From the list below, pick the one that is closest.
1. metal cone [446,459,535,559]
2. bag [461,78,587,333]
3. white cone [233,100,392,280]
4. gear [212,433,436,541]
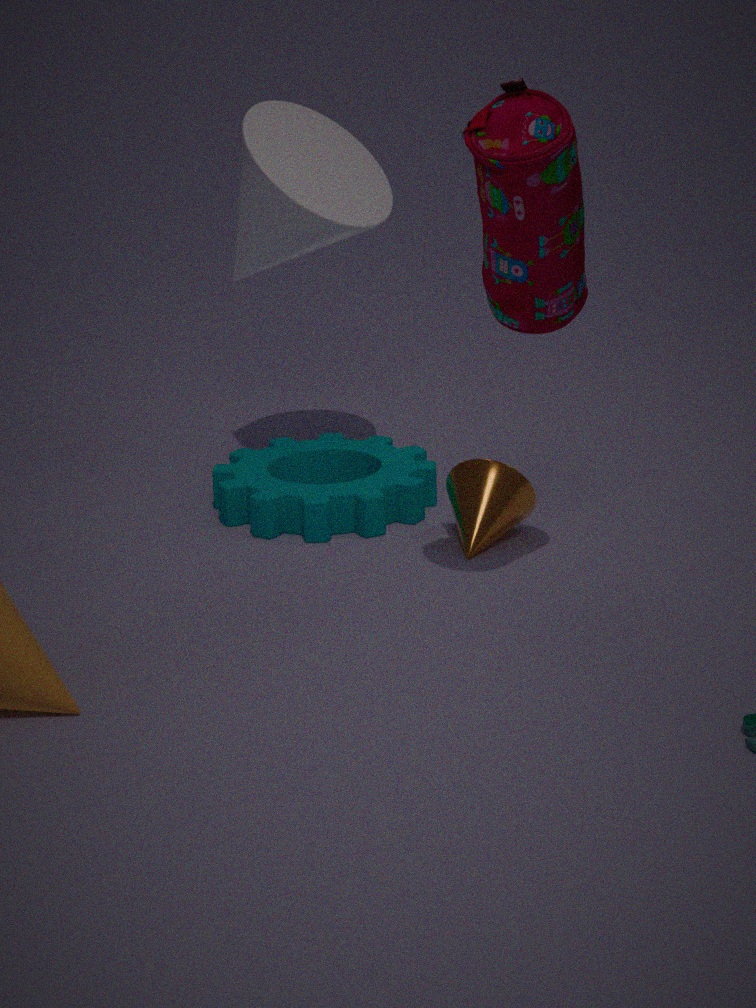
bag [461,78,587,333]
